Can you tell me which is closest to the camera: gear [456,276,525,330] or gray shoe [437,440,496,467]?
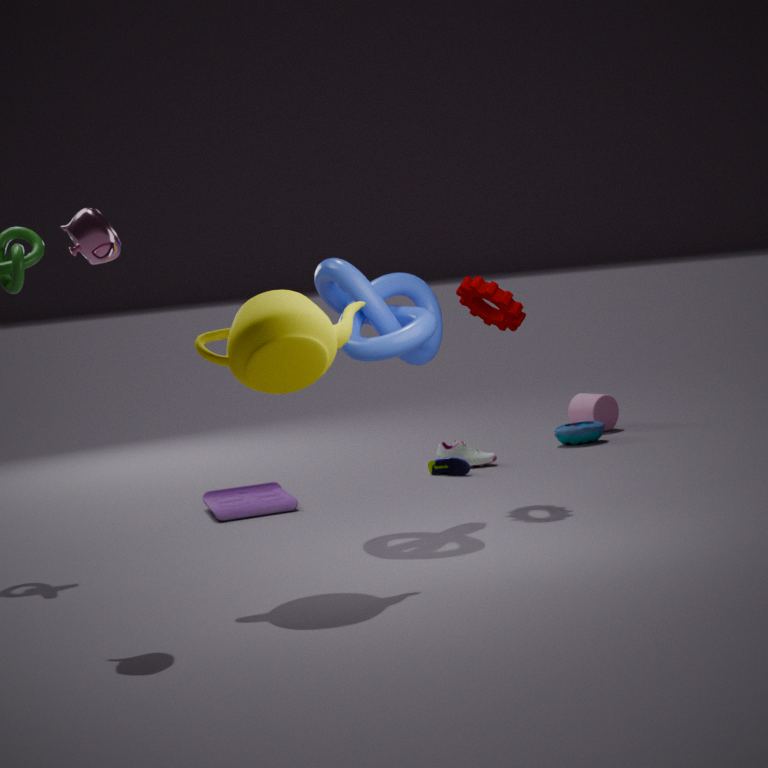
gear [456,276,525,330]
